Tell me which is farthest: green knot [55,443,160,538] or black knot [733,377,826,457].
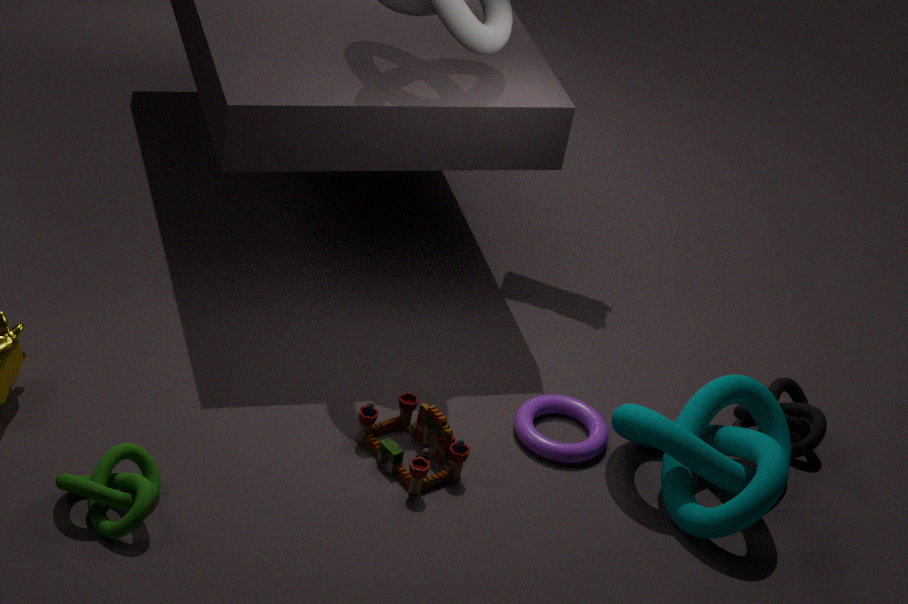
black knot [733,377,826,457]
